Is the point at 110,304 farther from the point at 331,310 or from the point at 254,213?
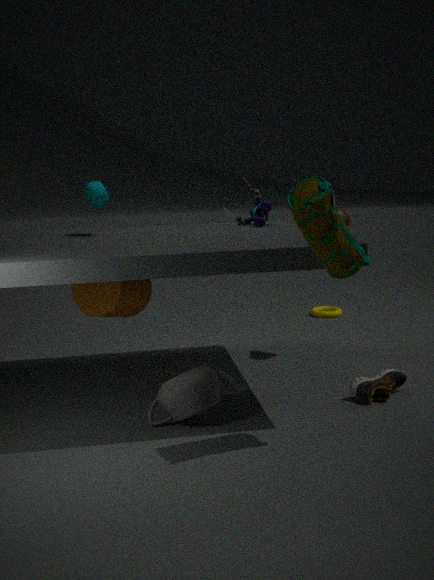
the point at 331,310
